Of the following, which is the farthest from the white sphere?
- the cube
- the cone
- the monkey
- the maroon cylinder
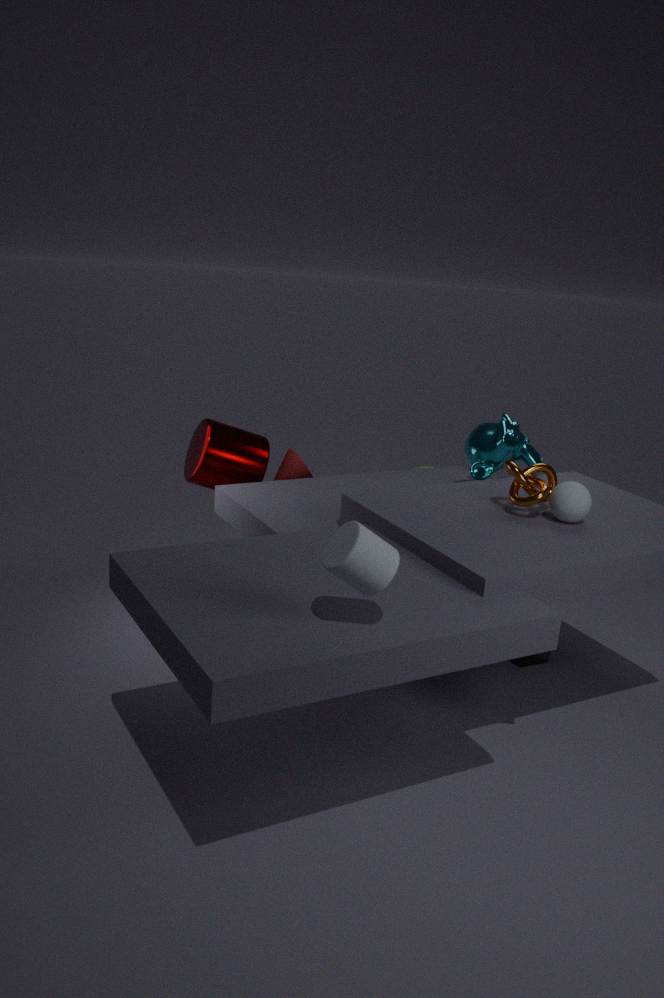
the maroon cylinder
